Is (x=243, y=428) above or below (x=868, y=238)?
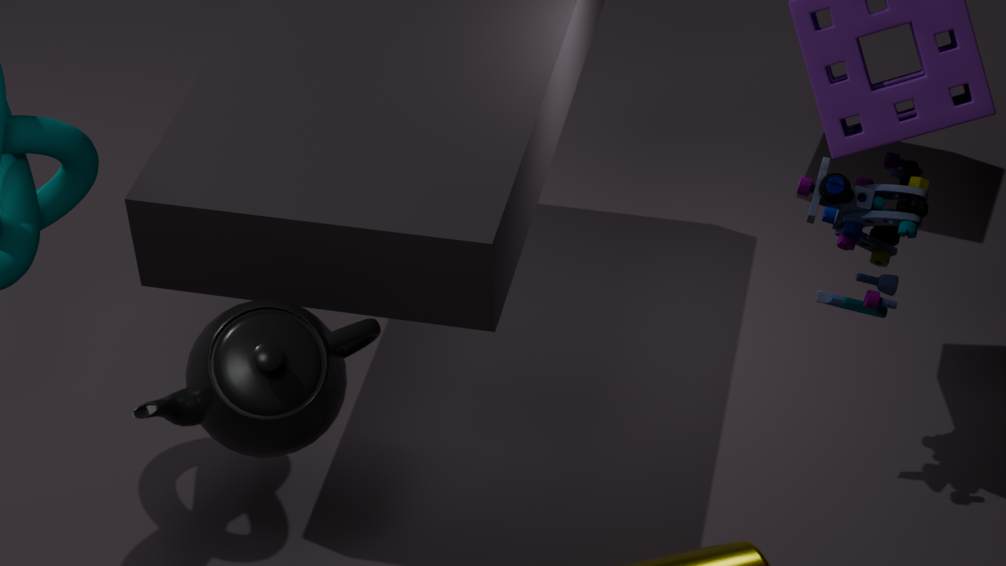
below
